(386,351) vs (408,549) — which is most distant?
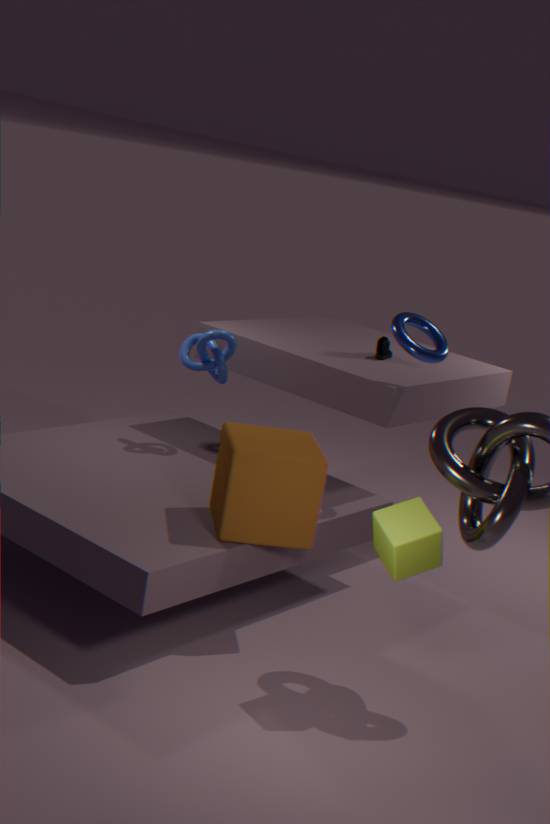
(386,351)
